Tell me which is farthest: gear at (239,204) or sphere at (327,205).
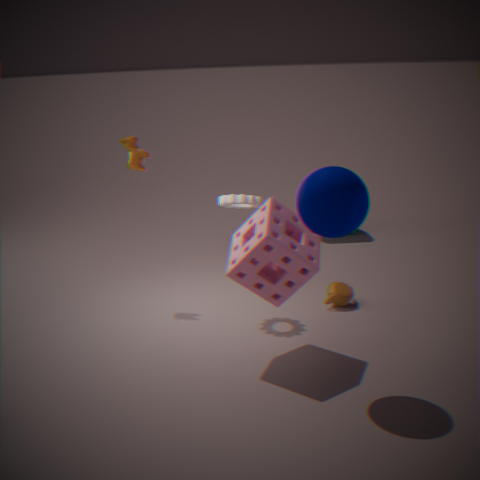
gear at (239,204)
